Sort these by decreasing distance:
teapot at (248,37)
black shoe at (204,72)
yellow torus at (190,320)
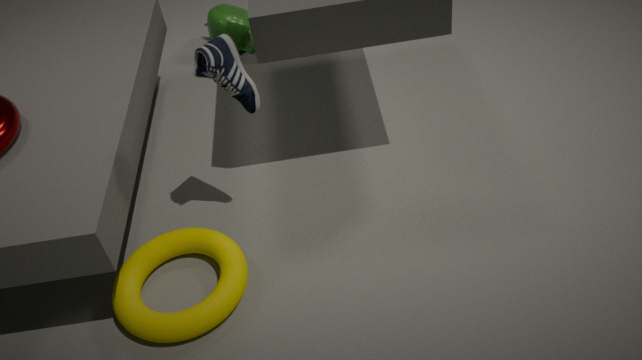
teapot at (248,37), black shoe at (204,72), yellow torus at (190,320)
